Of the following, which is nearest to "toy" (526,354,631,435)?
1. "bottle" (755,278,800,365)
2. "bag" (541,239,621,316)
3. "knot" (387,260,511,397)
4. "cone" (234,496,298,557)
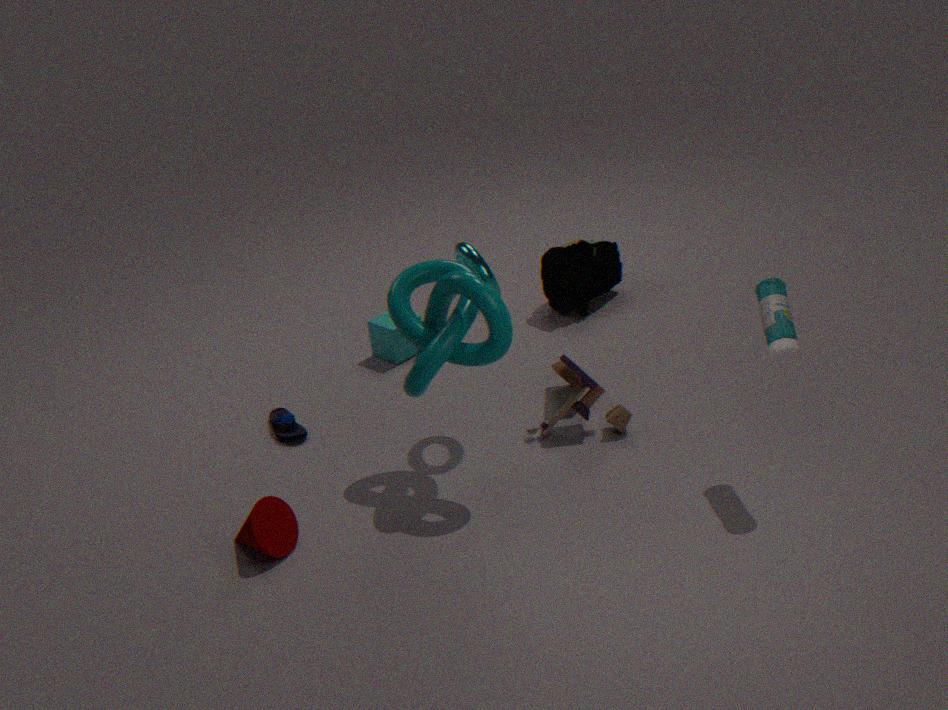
"knot" (387,260,511,397)
